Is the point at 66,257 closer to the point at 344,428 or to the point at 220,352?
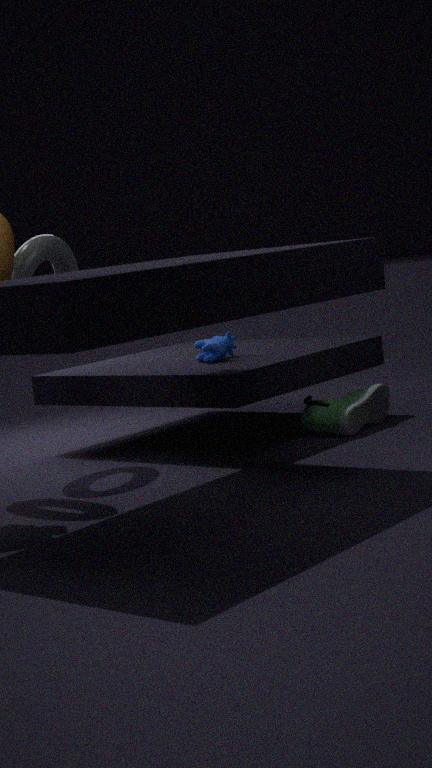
the point at 220,352
